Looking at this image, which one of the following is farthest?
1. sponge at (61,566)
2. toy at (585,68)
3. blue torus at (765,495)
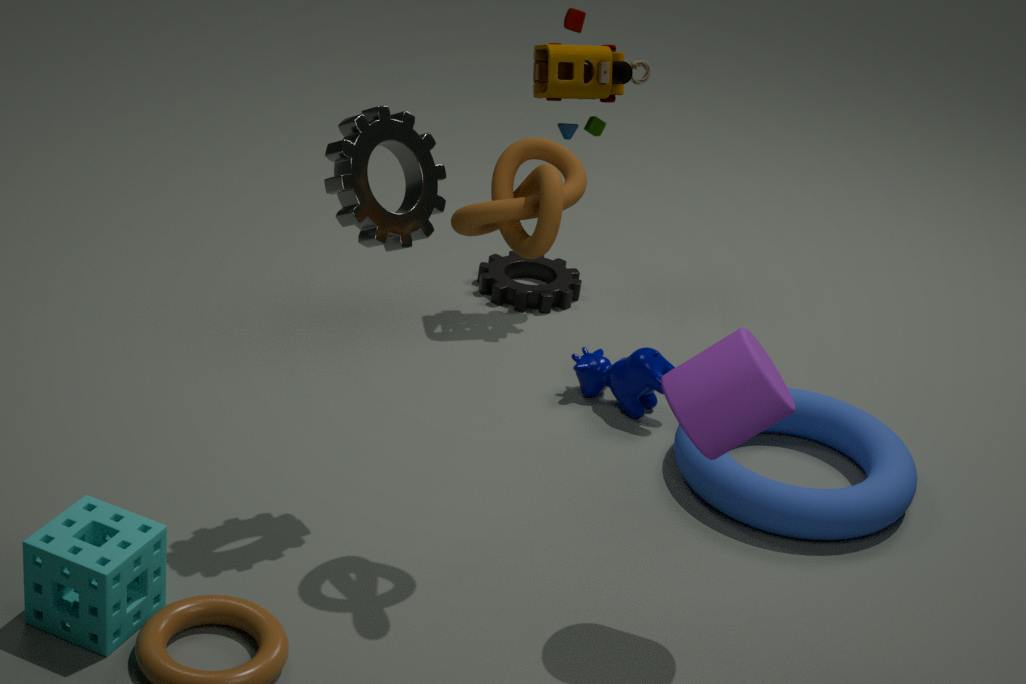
toy at (585,68)
